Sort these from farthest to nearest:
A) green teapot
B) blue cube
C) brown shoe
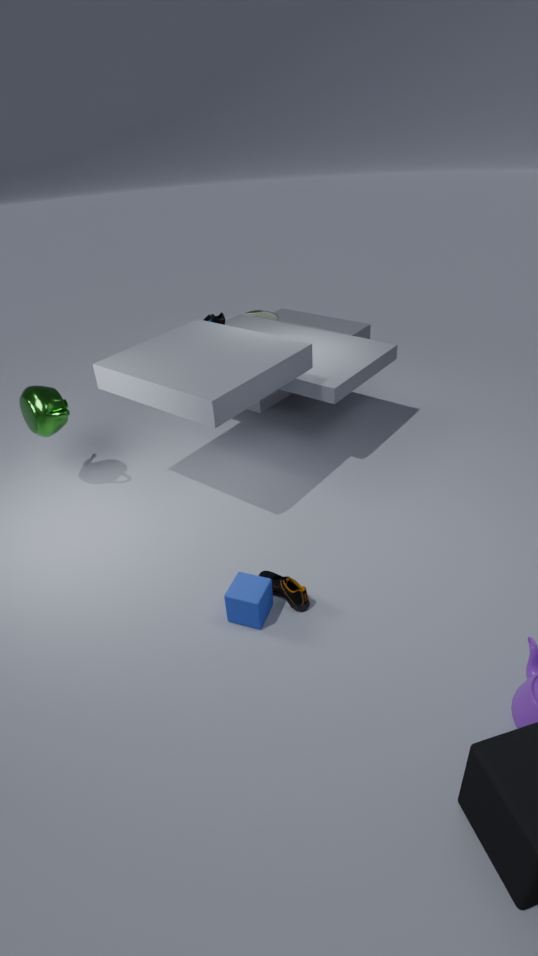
green teapot < brown shoe < blue cube
